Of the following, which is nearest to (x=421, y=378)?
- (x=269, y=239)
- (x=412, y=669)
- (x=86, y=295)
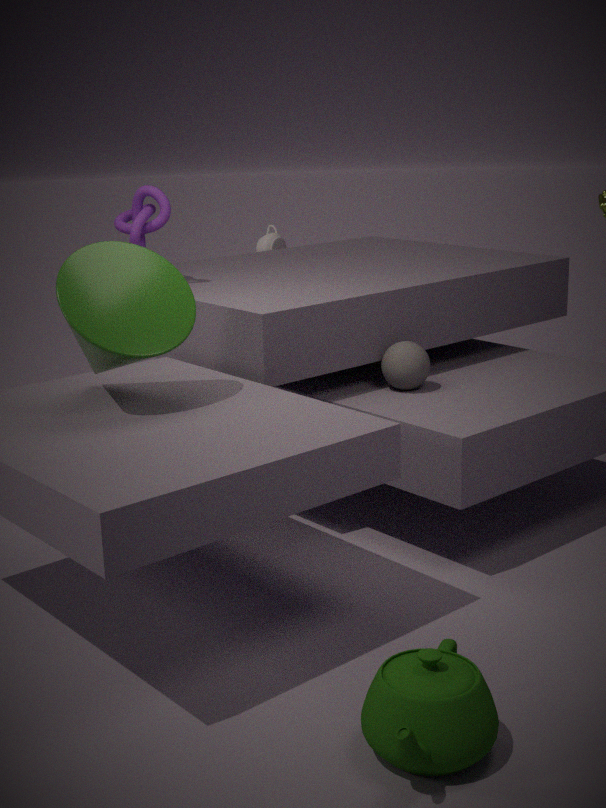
(x=86, y=295)
